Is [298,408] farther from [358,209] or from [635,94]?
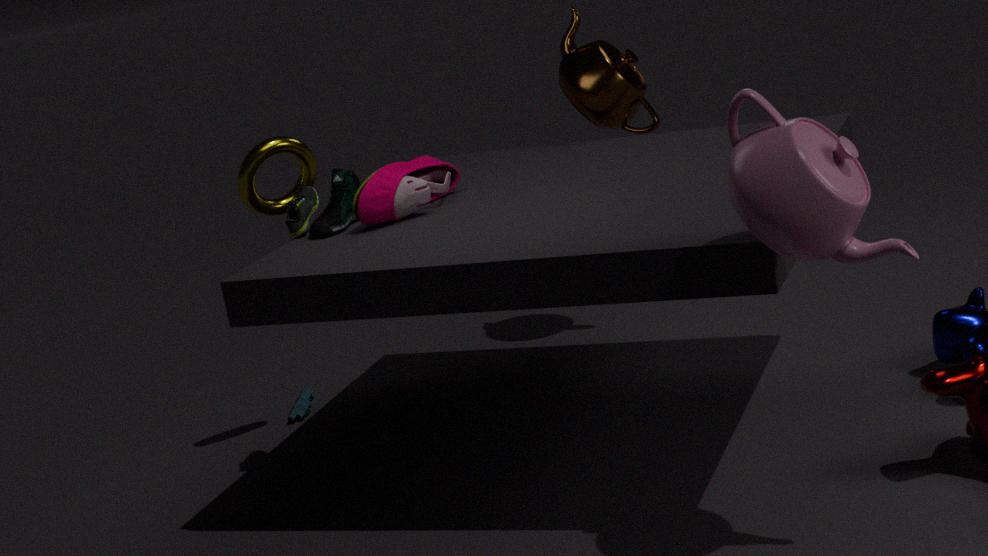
[635,94]
